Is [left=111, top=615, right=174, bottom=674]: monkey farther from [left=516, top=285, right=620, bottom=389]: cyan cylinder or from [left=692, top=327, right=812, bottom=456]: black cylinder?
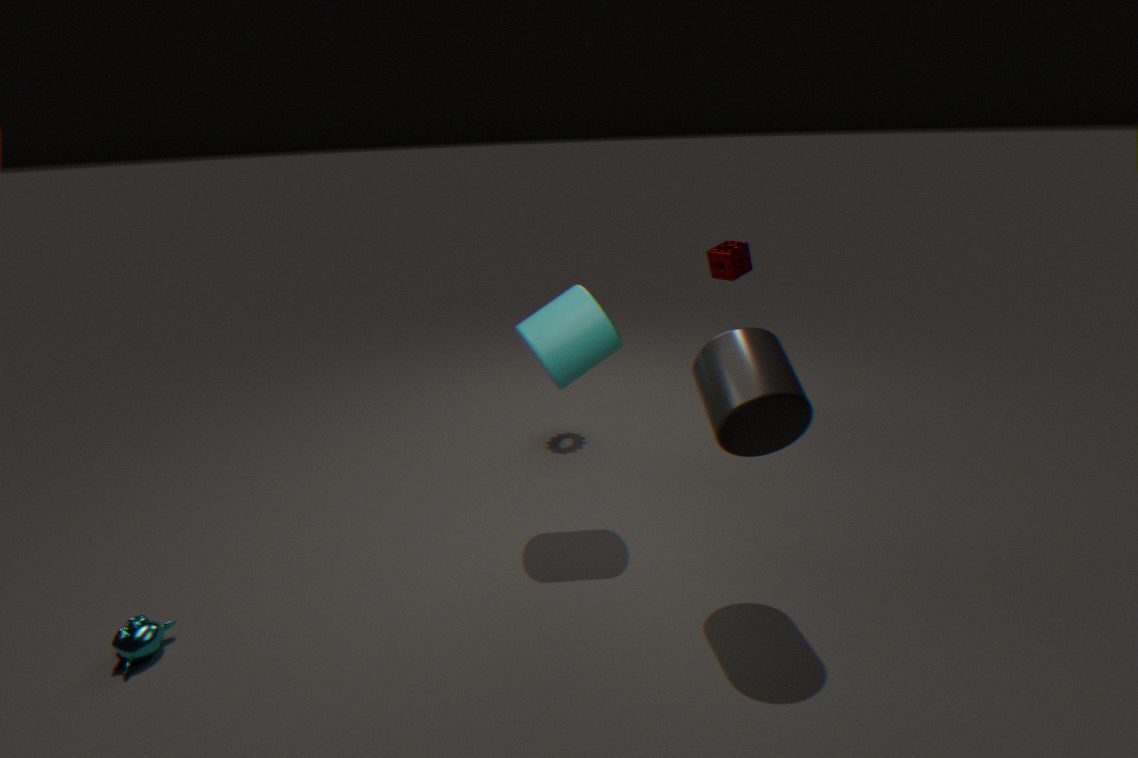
[left=692, top=327, right=812, bottom=456]: black cylinder
